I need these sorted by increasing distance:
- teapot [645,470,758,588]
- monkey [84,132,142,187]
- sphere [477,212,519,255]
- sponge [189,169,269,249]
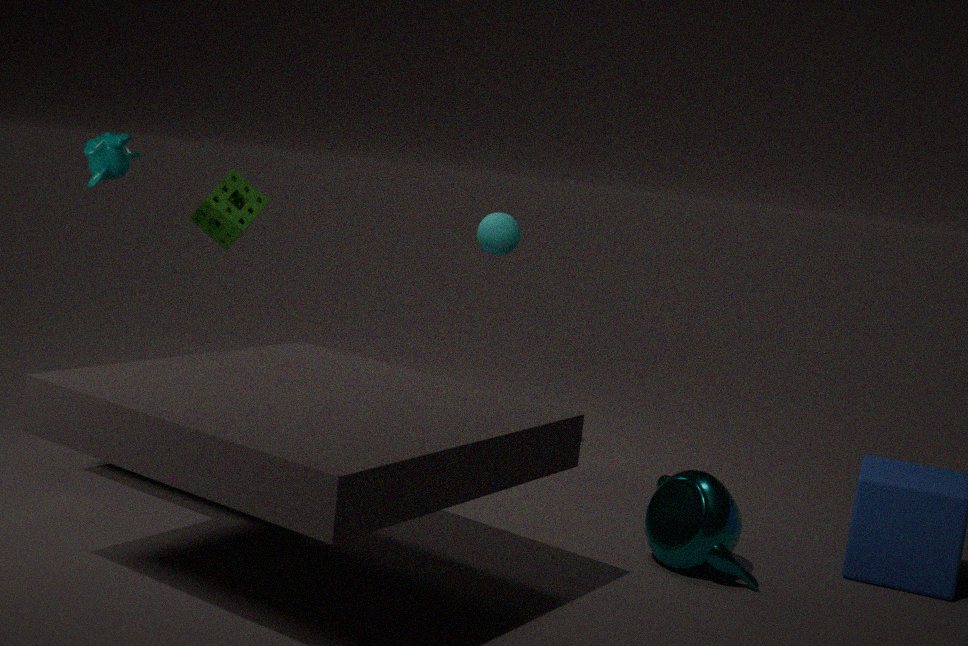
teapot [645,470,758,588], monkey [84,132,142,187], sponge [189,169,269,249], sphere [477,212,519,255]
